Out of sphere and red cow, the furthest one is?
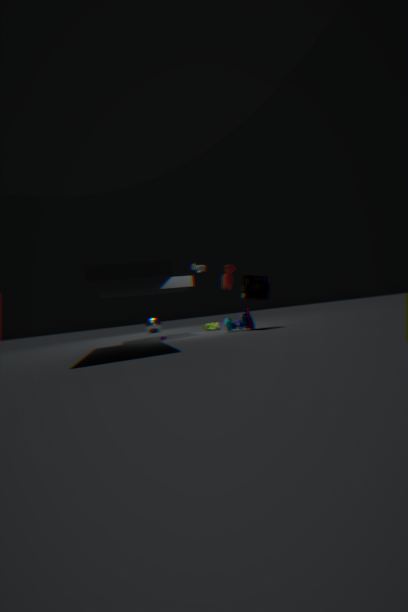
sphere
